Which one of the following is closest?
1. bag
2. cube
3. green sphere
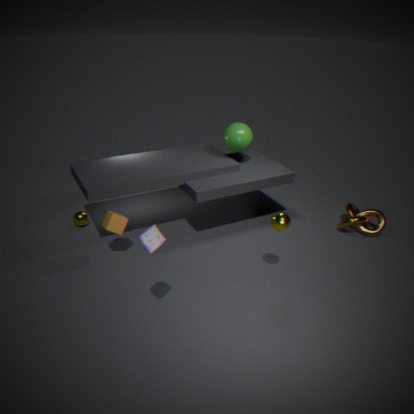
bag
